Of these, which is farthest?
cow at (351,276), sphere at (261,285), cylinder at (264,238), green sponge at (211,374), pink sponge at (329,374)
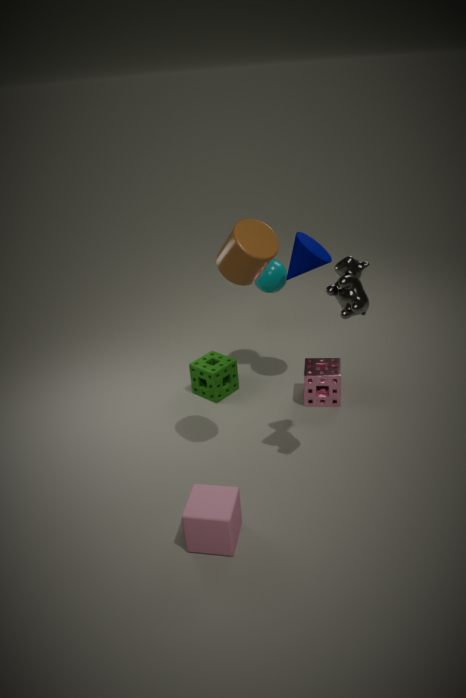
green sponge at (211,374)
